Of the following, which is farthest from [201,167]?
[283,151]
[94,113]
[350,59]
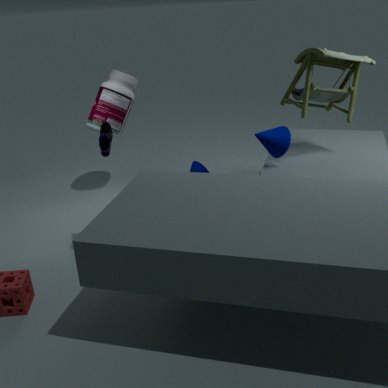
[350,59]
